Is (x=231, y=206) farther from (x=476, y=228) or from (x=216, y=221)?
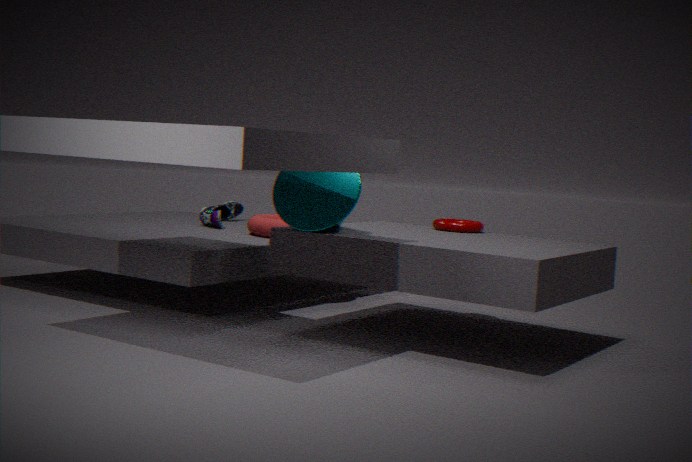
(x=476, y=228)
